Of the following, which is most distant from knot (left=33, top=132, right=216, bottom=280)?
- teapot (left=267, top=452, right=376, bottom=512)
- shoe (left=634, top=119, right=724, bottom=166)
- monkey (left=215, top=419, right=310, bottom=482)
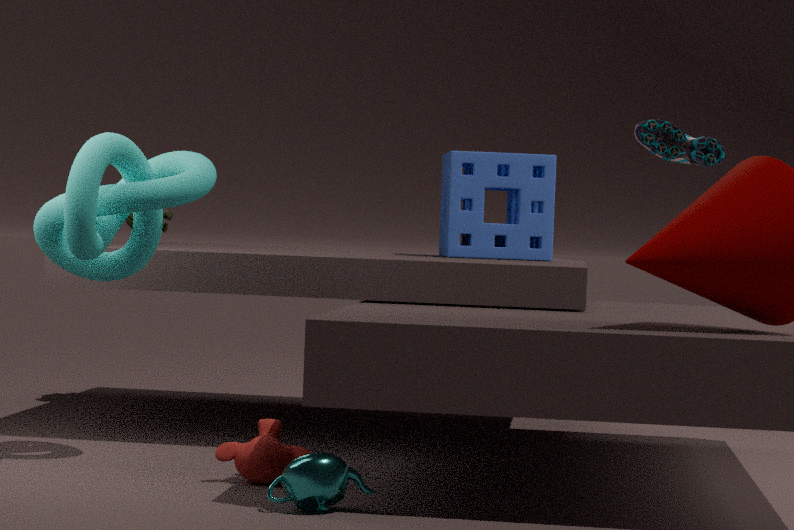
shoe (left=634, top=119, right=724, bottom=166)
